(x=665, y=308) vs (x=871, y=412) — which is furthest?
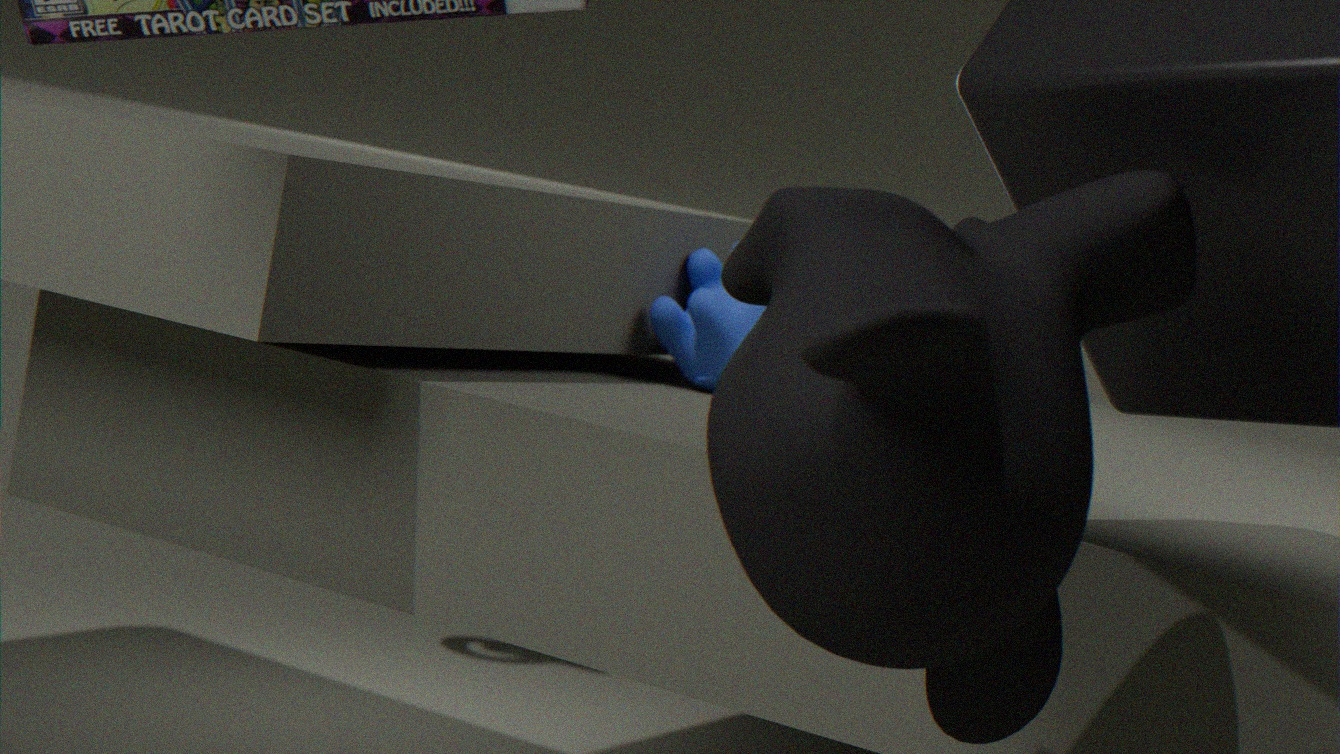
(x=665, y=308)
